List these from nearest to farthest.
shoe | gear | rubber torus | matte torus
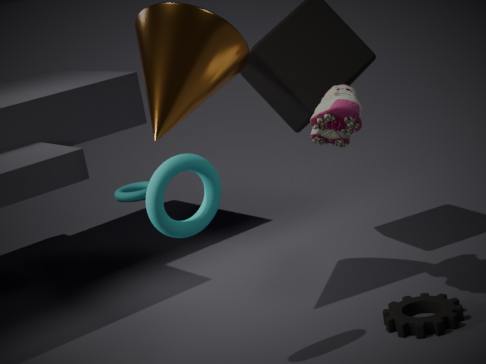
matte torus < shoe < gear < rubber torus
